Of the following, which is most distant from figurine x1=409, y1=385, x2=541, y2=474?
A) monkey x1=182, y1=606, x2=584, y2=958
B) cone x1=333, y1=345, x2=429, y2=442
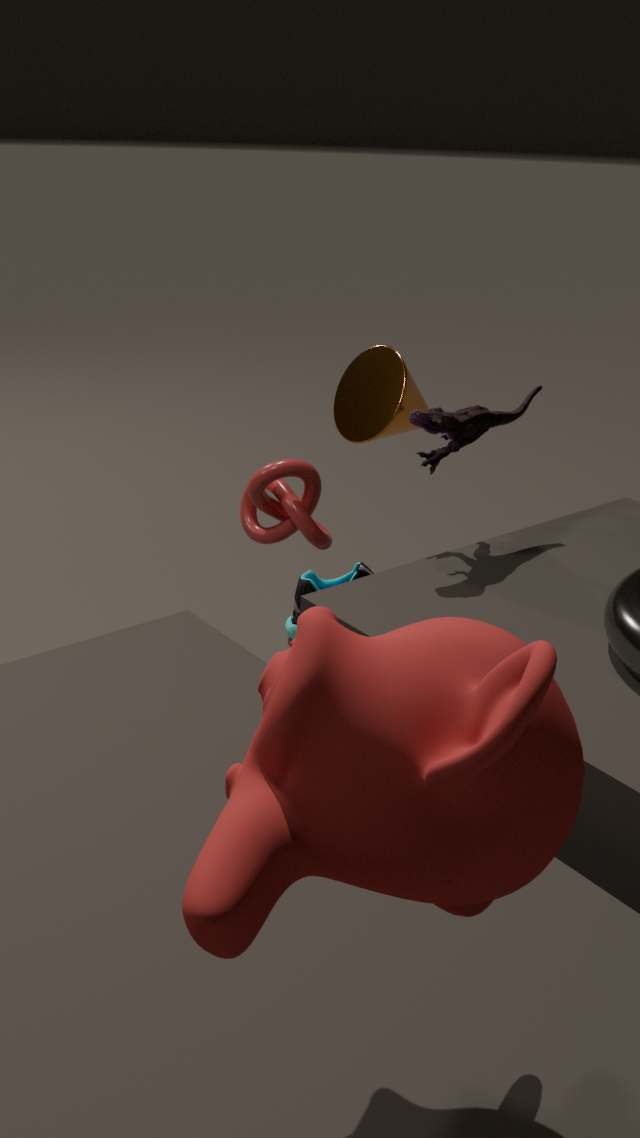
monkey x1=182, y1=606, x2=584, y2=958
